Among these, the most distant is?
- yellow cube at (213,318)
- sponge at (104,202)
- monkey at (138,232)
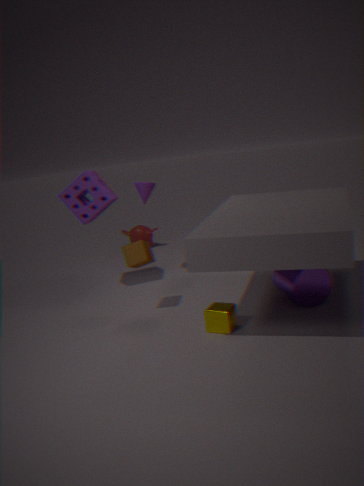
monkey at (138,232)
